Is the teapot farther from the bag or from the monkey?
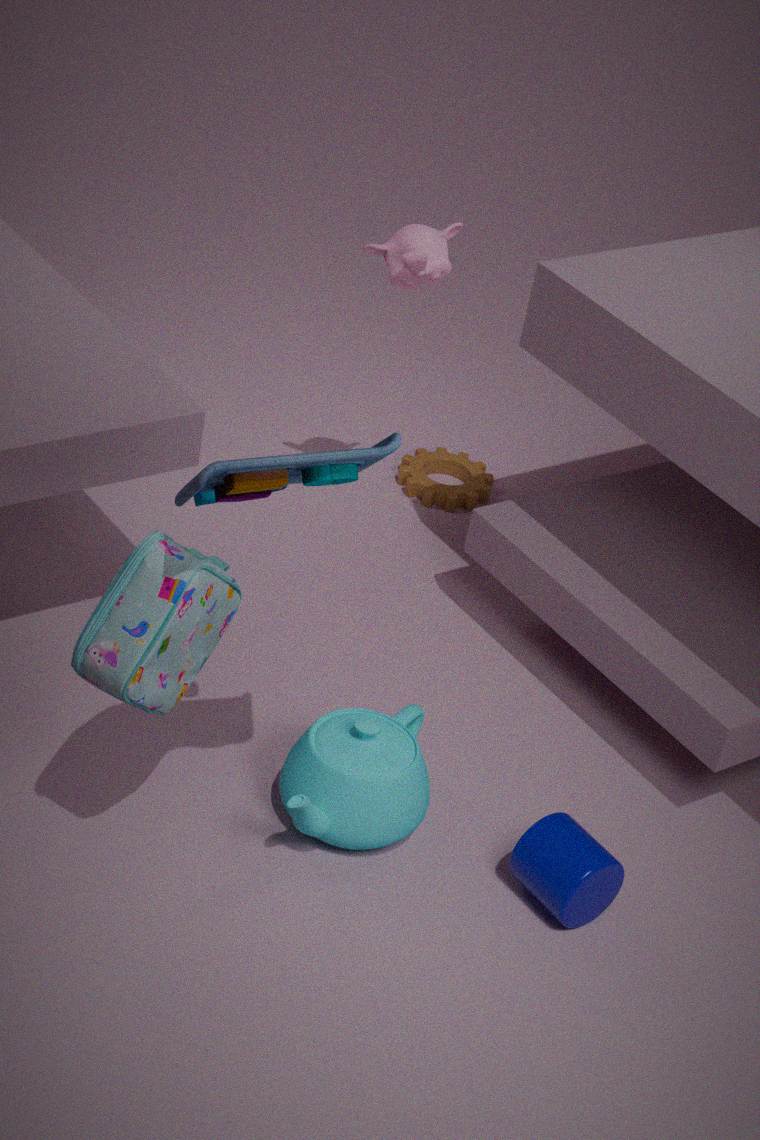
the monkey
